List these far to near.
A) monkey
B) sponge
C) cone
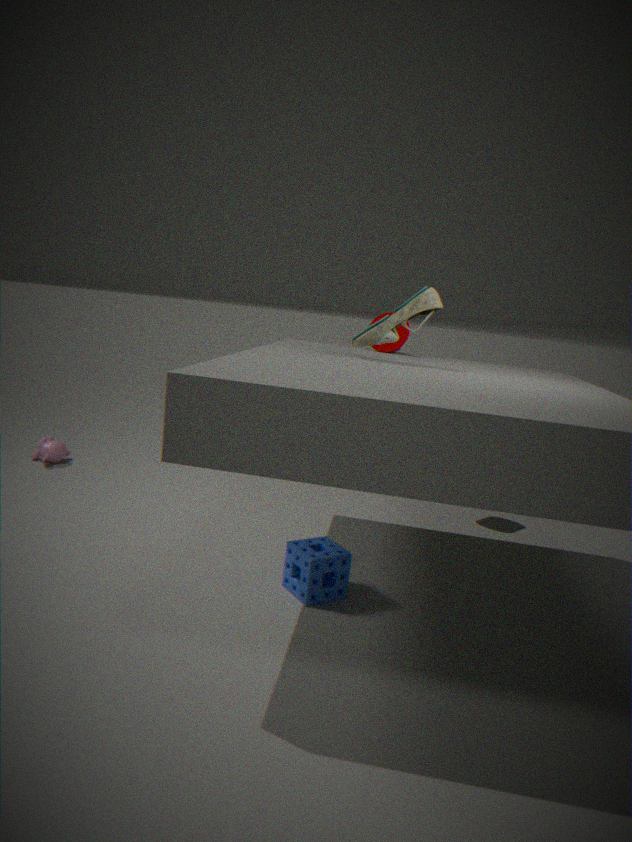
monkey
cone
sponge
